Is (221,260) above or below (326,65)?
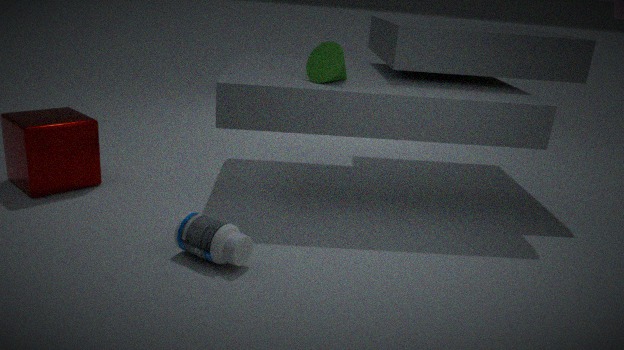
below
